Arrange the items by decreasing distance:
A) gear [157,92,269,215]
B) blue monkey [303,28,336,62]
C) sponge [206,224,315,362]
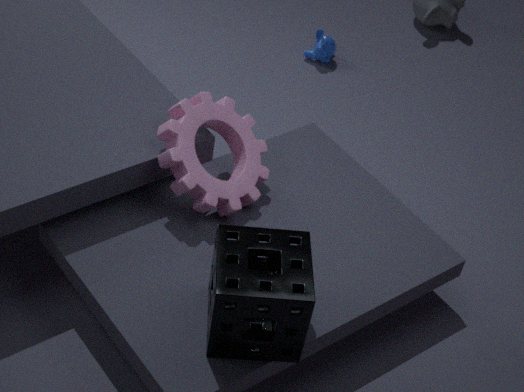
blue monkey [303,28,336,62]
gear [157,92,269,215]
sponge [206,224,315,362]
